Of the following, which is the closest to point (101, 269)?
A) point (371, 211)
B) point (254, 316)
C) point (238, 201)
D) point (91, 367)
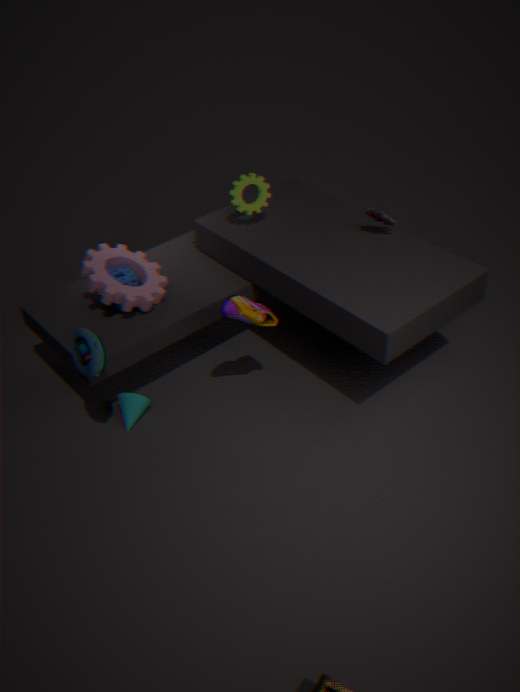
point (91, 367)
